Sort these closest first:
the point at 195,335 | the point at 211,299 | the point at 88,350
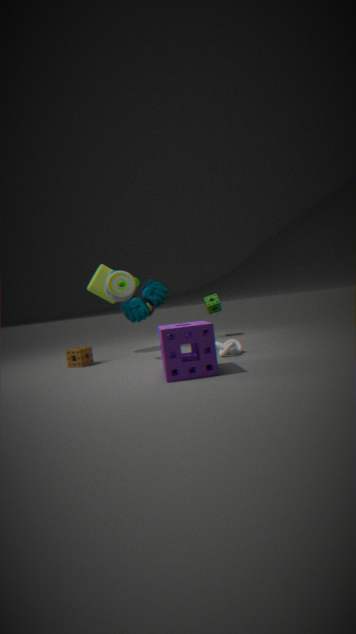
the point at 195,335
the point at 88,350
the point at 211,299
